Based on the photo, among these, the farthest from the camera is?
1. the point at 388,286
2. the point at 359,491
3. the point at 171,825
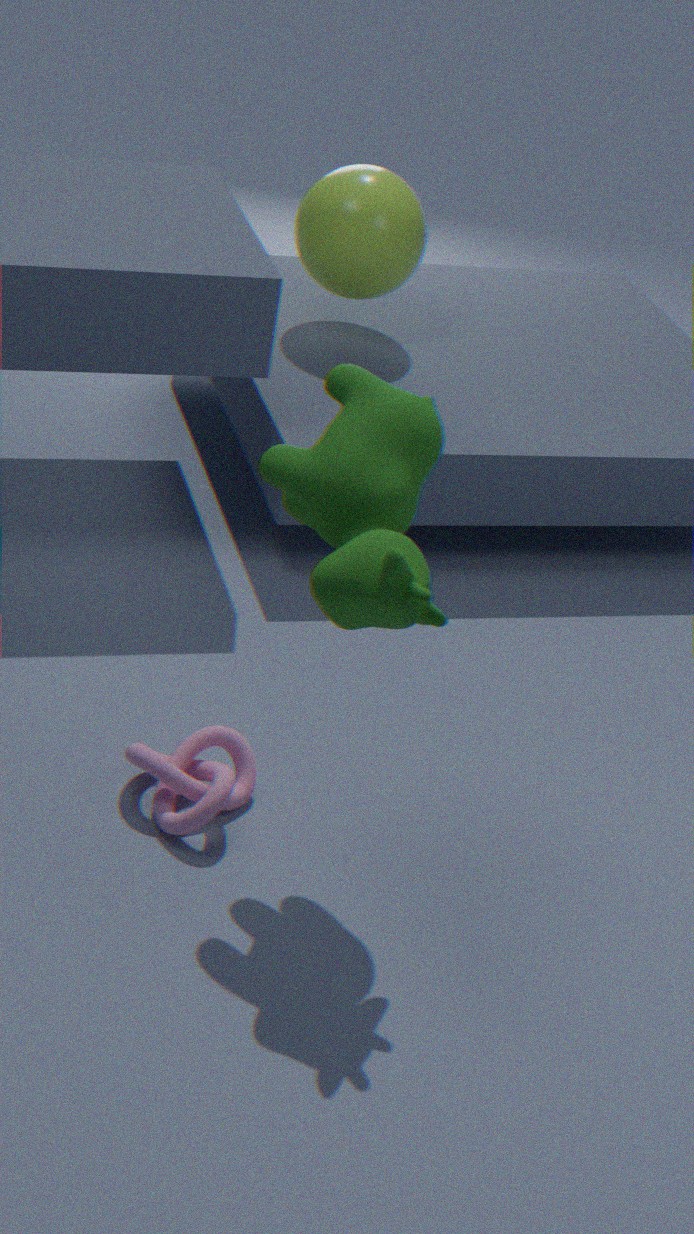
the point at 388,286
